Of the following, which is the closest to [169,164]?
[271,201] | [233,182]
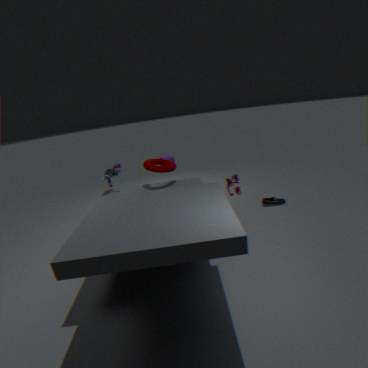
[233,182]
